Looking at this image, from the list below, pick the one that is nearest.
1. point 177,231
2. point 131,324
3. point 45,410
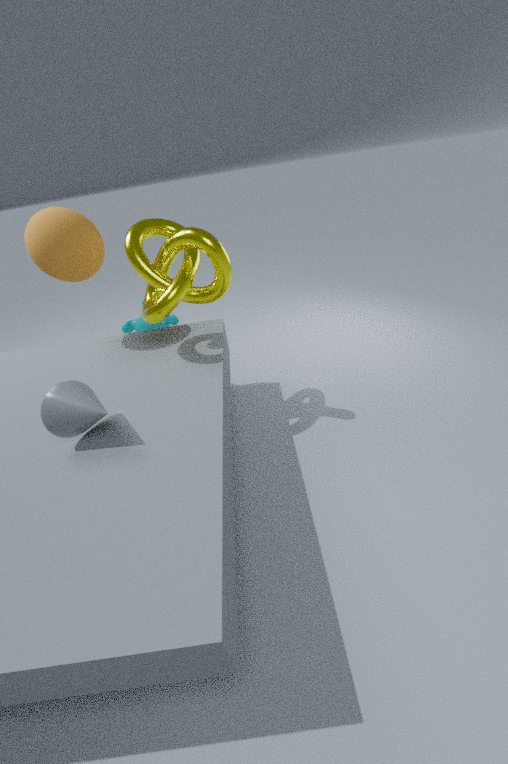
point 45,410
